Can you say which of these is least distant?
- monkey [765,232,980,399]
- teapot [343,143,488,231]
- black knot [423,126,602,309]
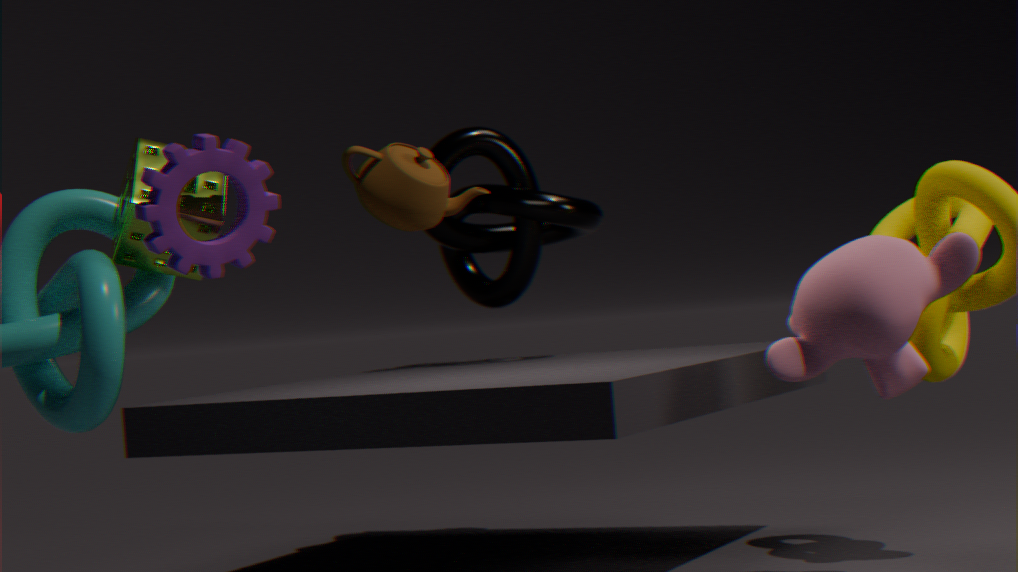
teapot [343,143,488,231]
